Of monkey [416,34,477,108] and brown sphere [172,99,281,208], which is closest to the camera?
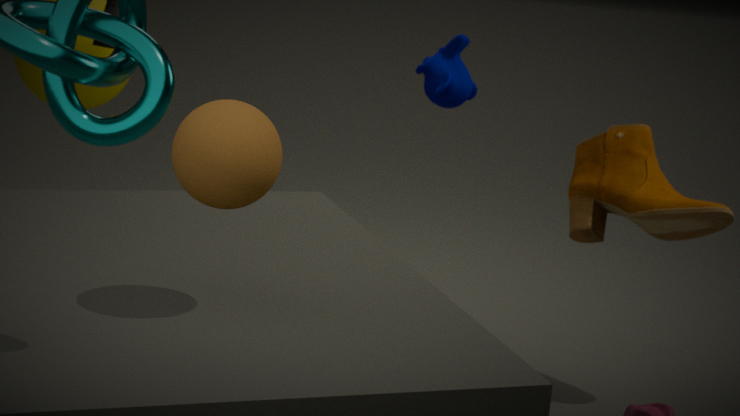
brown sphere [172,99,281,208]
